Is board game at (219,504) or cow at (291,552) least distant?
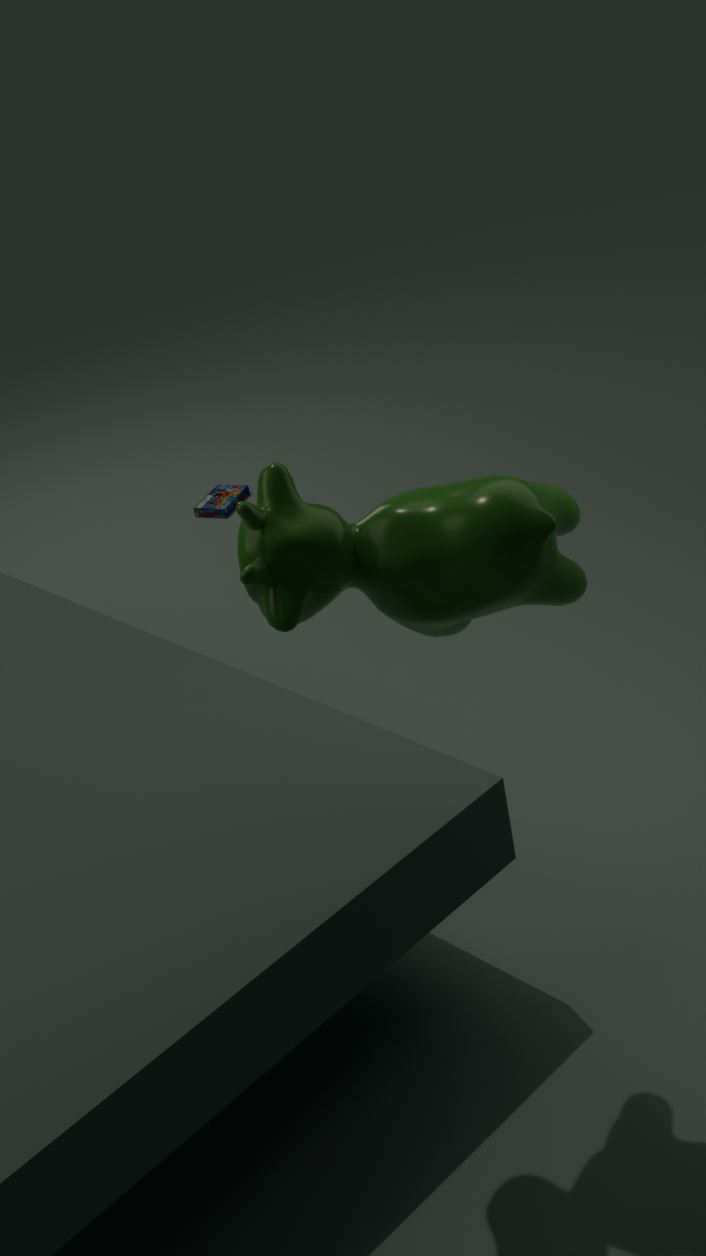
cow at (291,552)
